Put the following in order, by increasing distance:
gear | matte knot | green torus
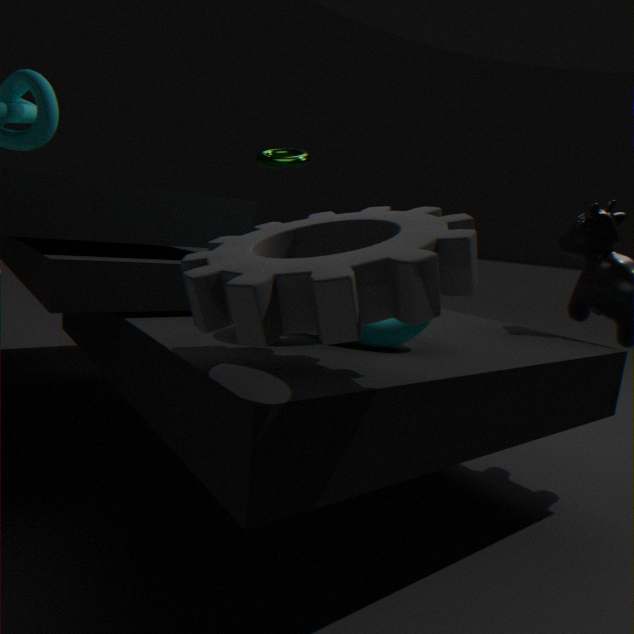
gear → matte knot → green torus
